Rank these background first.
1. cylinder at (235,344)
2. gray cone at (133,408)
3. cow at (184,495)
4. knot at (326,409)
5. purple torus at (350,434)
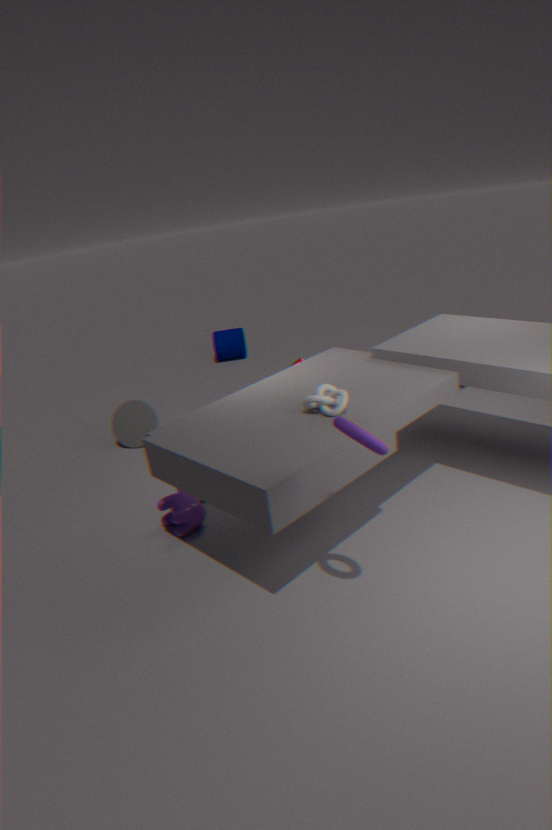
1. cylinder at (235,344)
2. gray cone at (133,408)
3. cow at (184,495)
4. knot at (326,409)
5. purple torus at (350,434)
